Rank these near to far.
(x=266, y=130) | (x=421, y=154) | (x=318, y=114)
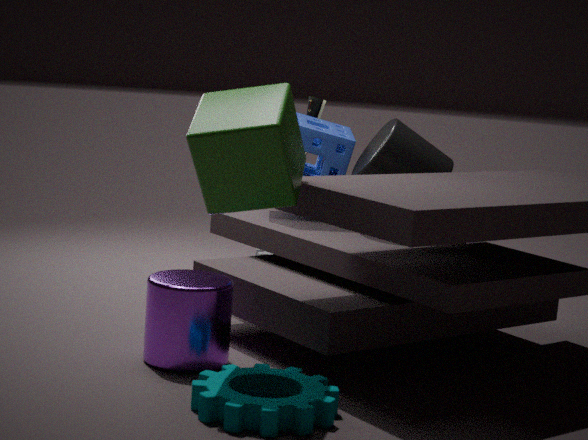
(x=266, y=130), (x=421, y=154), (x=318, y=114)
